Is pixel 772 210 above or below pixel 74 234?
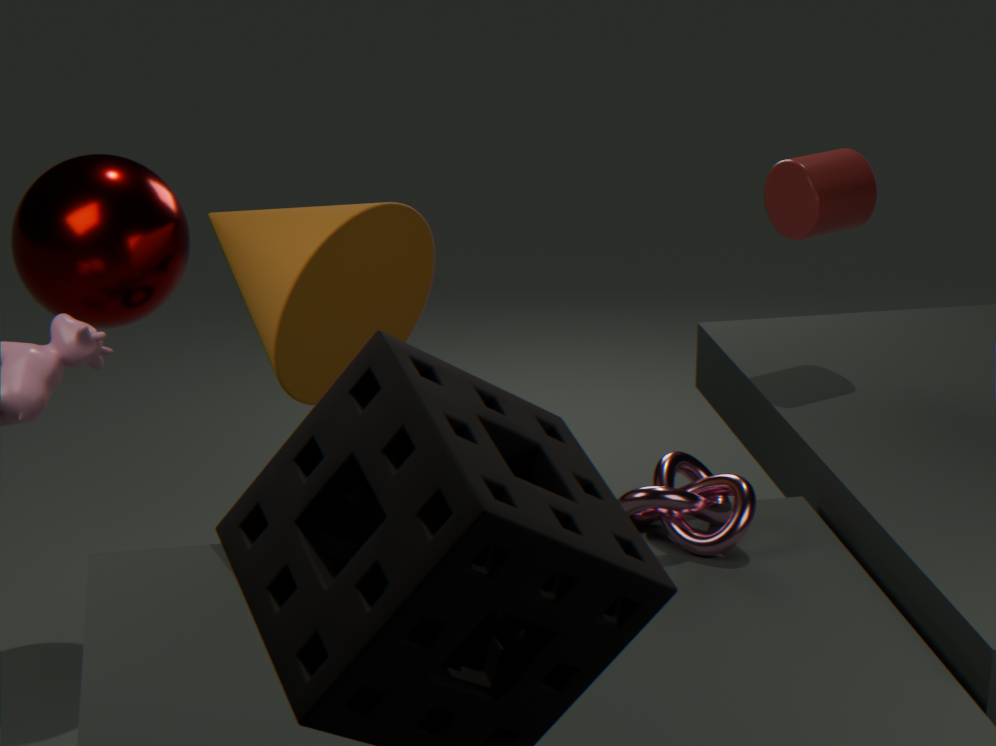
above
